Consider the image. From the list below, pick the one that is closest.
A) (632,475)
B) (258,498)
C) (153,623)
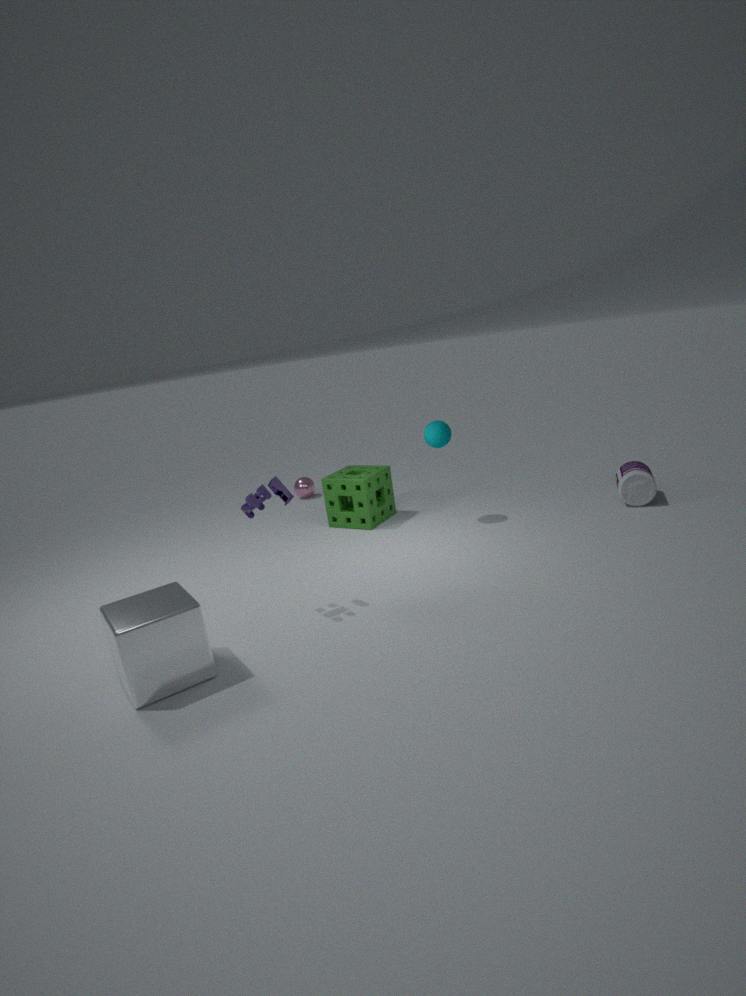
(153,623)
